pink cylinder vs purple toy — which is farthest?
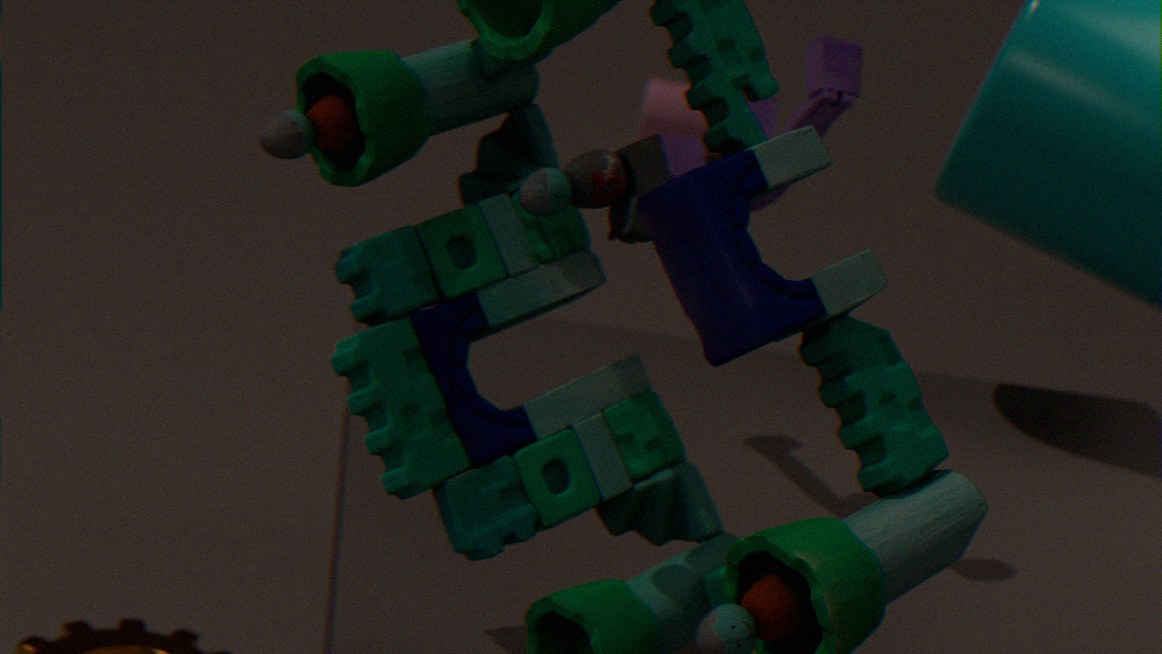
pink cylinder
